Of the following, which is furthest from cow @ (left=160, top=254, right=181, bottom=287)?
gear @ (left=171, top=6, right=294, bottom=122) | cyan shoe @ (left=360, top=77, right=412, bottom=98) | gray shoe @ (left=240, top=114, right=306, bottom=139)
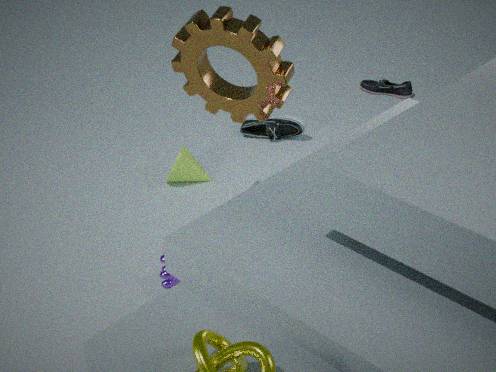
cyan shoe @ (left=360, top=77, right=412, bottom=98)
